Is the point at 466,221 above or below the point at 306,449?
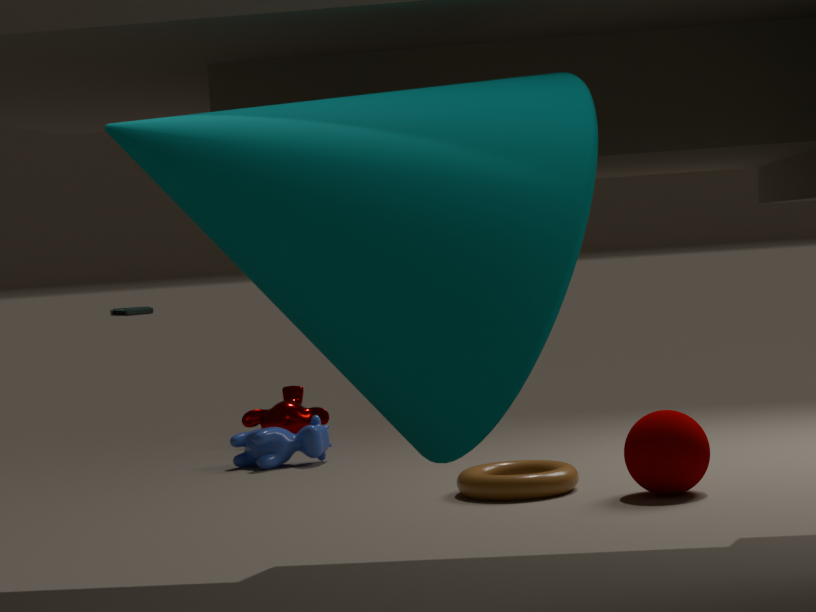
above
